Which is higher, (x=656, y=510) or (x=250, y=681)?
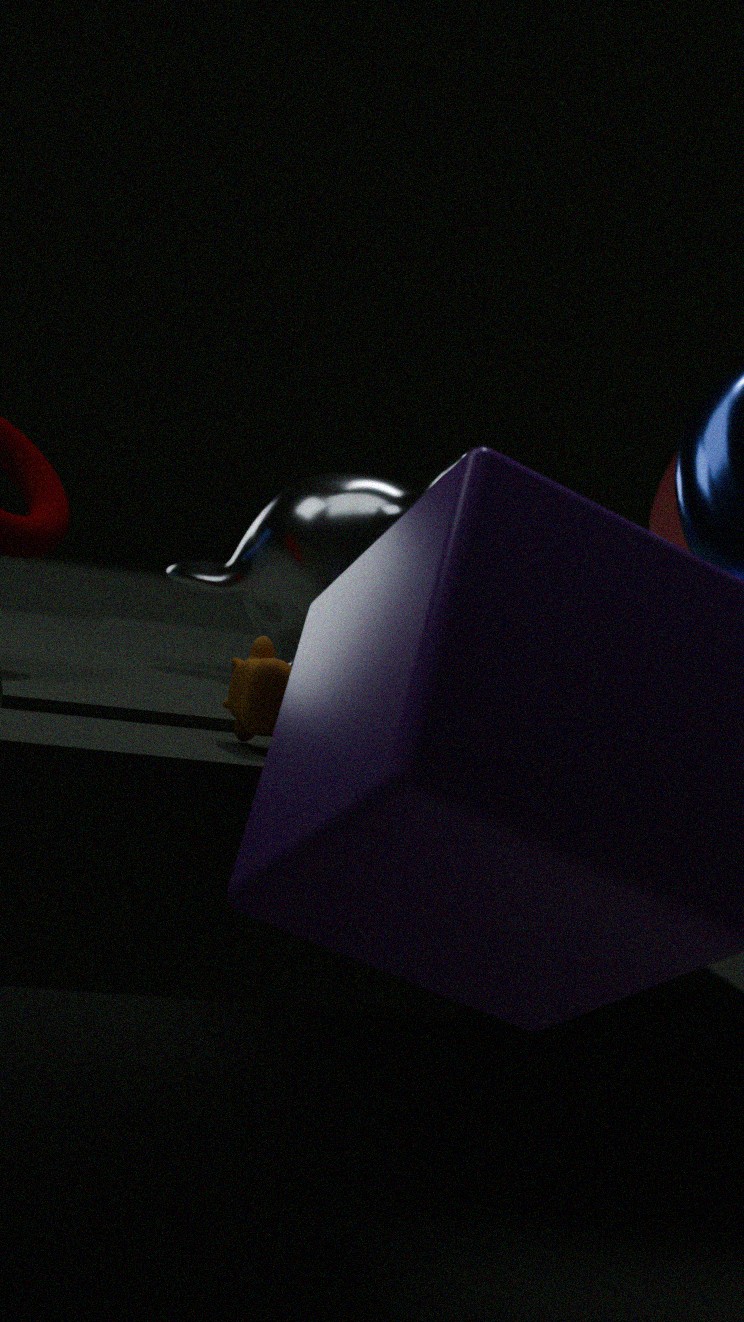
(x=656, y=510)
